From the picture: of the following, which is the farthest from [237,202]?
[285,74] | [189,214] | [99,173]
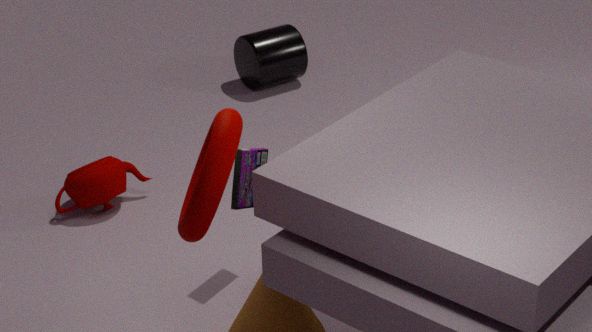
[285,74]
